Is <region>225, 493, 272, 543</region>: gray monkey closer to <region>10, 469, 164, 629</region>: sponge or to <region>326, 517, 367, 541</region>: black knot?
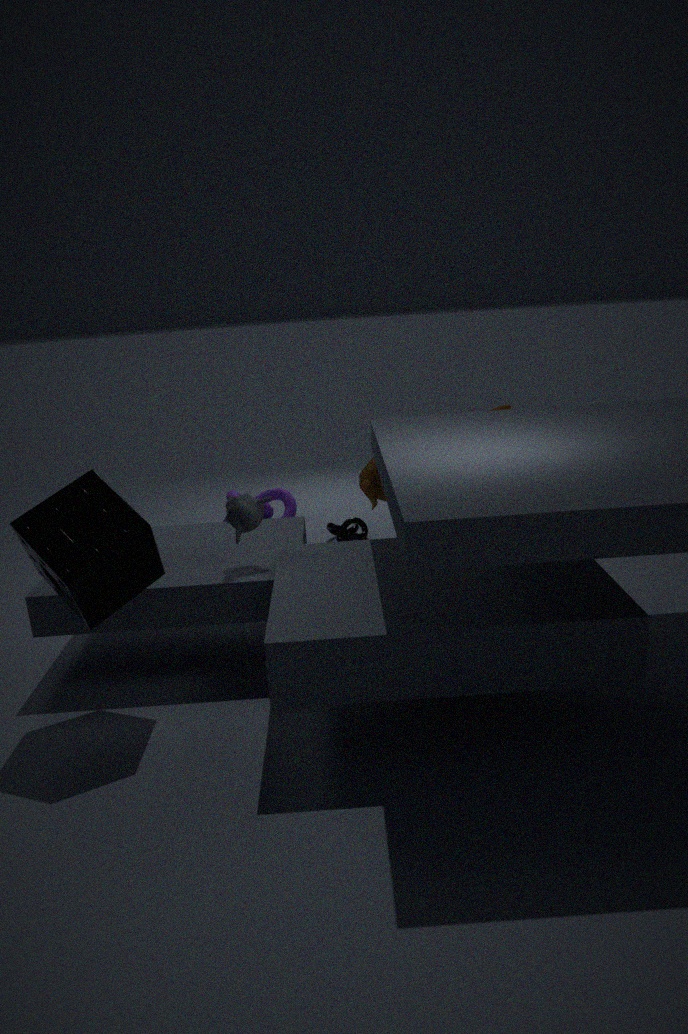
<region>10, 469, 164, 629</region>: sponge
